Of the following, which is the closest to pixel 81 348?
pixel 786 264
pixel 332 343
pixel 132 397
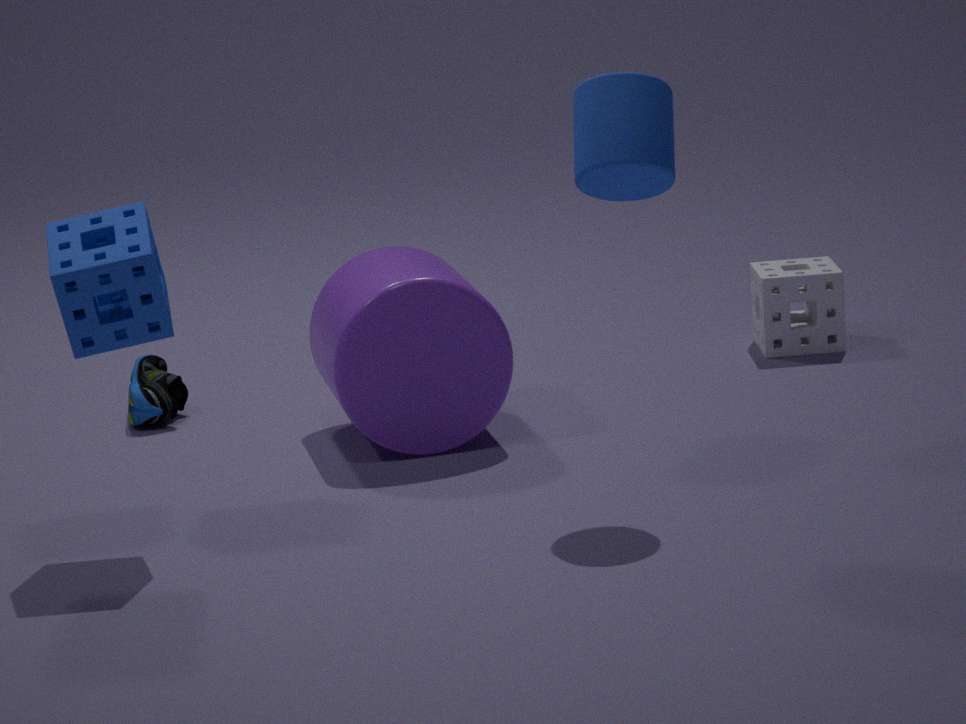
pixel 332 343
